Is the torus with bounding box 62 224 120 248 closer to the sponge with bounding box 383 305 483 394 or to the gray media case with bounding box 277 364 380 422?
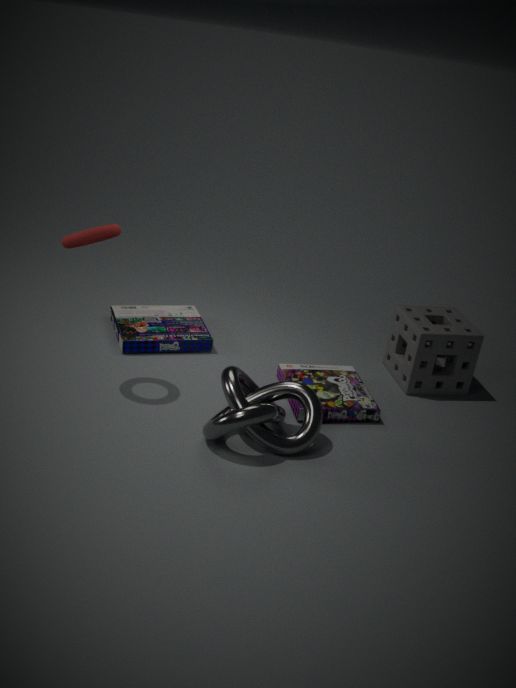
the gray media case with bounding box 277 364 380 422
